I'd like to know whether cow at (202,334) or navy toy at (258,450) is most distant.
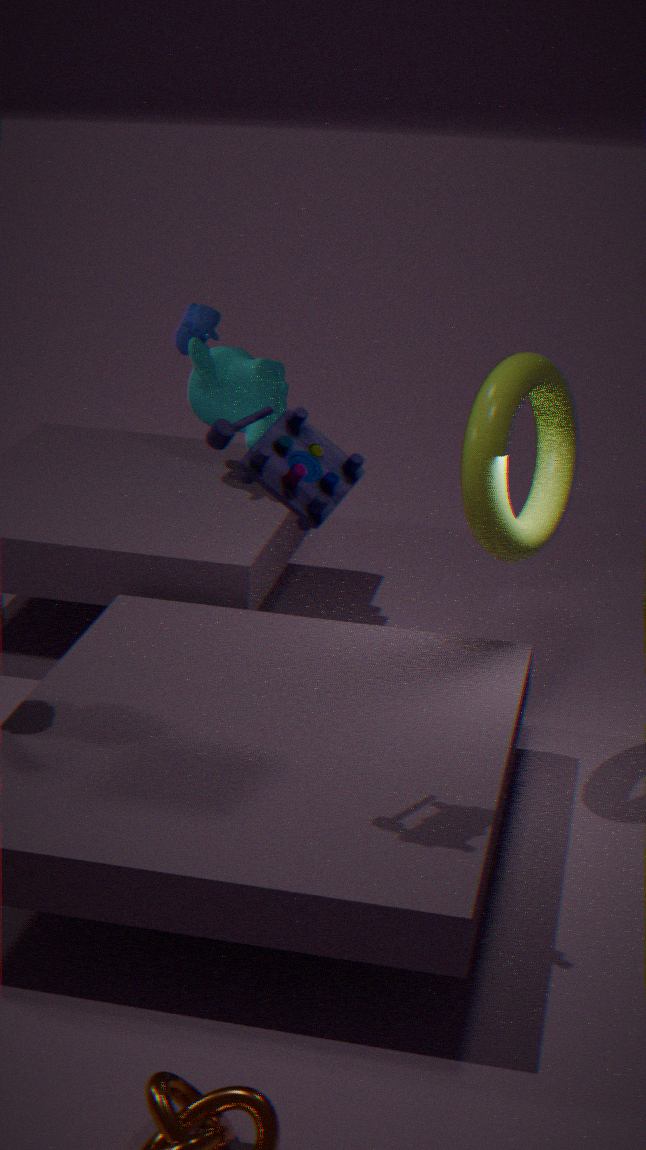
cow at (202,334)
